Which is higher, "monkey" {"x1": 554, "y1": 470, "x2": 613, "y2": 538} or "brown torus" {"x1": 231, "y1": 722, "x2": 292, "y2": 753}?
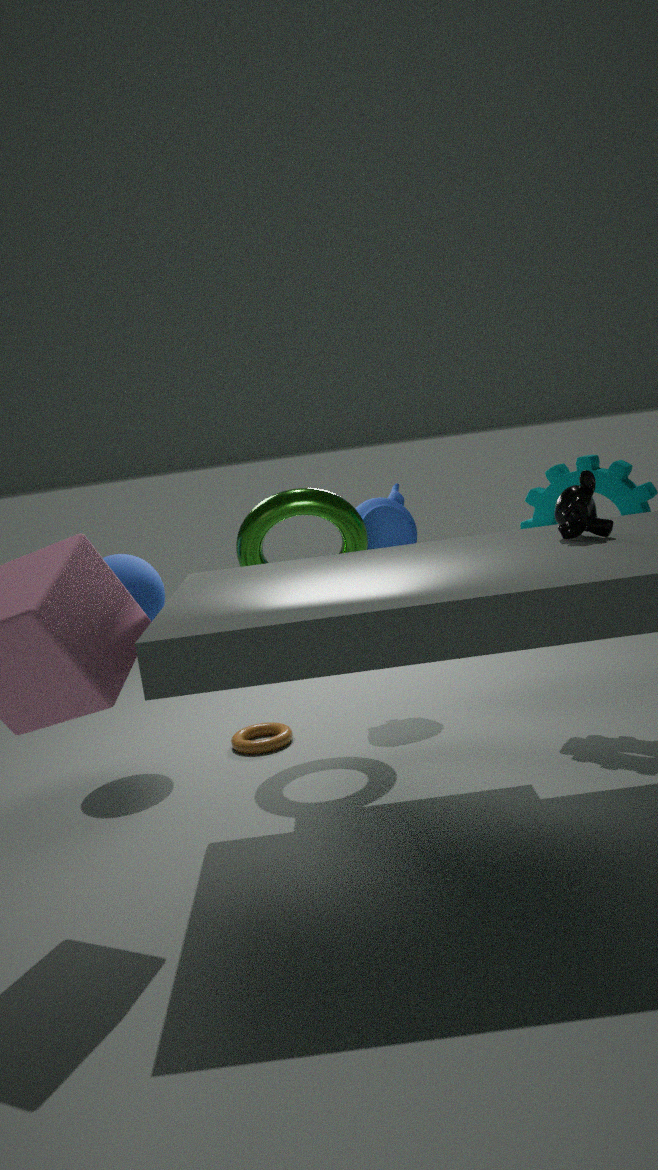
"monkey" {"x1": 554, "y1": 470, "x2": 613, "y2": 538}
